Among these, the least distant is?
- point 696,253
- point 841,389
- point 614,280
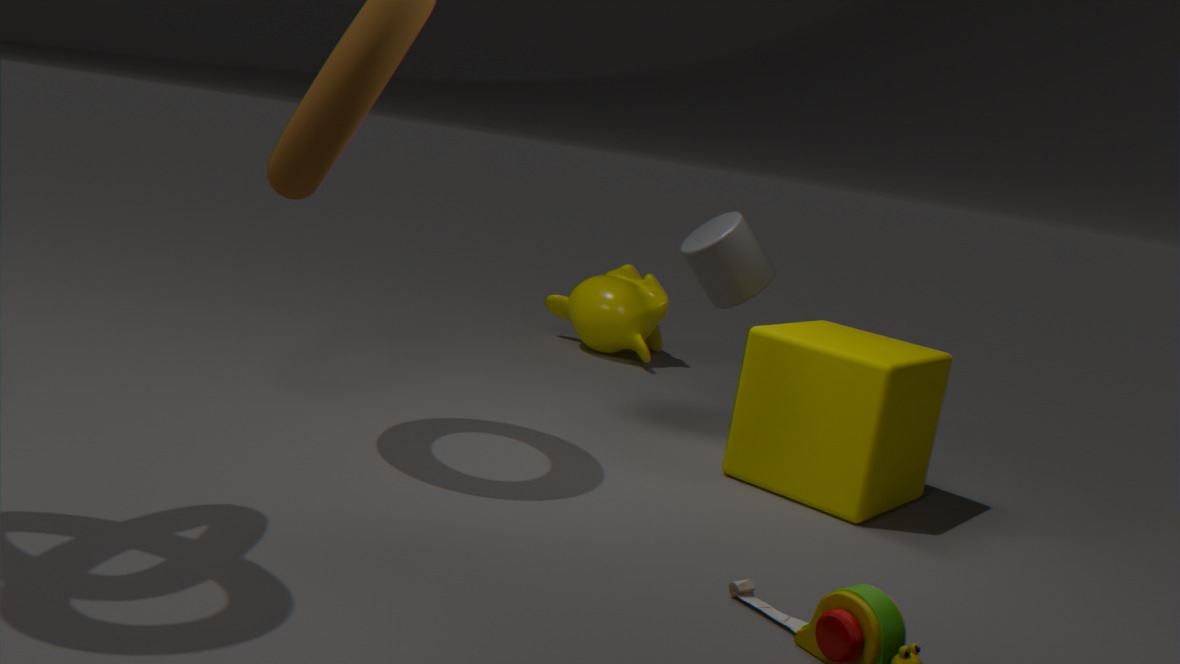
point 841,389
